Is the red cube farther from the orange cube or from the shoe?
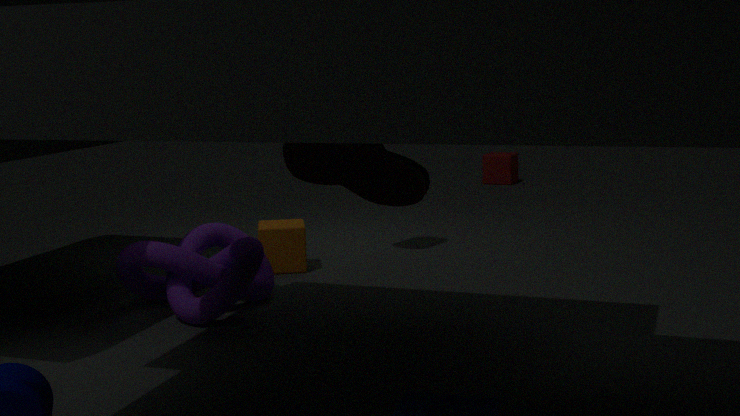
the shoe
